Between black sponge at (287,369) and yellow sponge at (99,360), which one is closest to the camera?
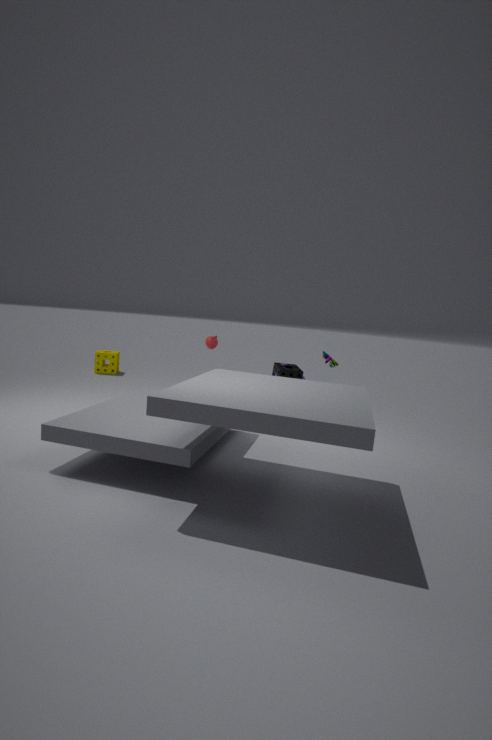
black sponge at (287,369)
